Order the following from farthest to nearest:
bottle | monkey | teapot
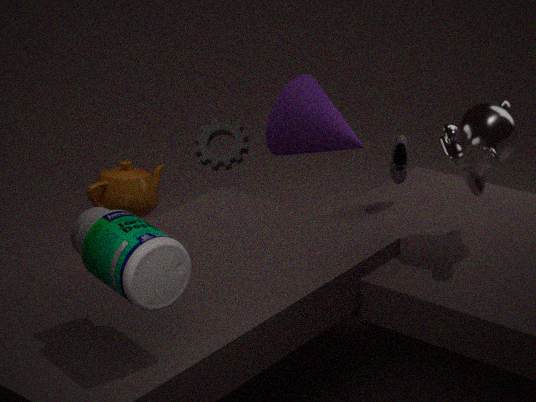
1. teapot
2. monkey
3. bottle
